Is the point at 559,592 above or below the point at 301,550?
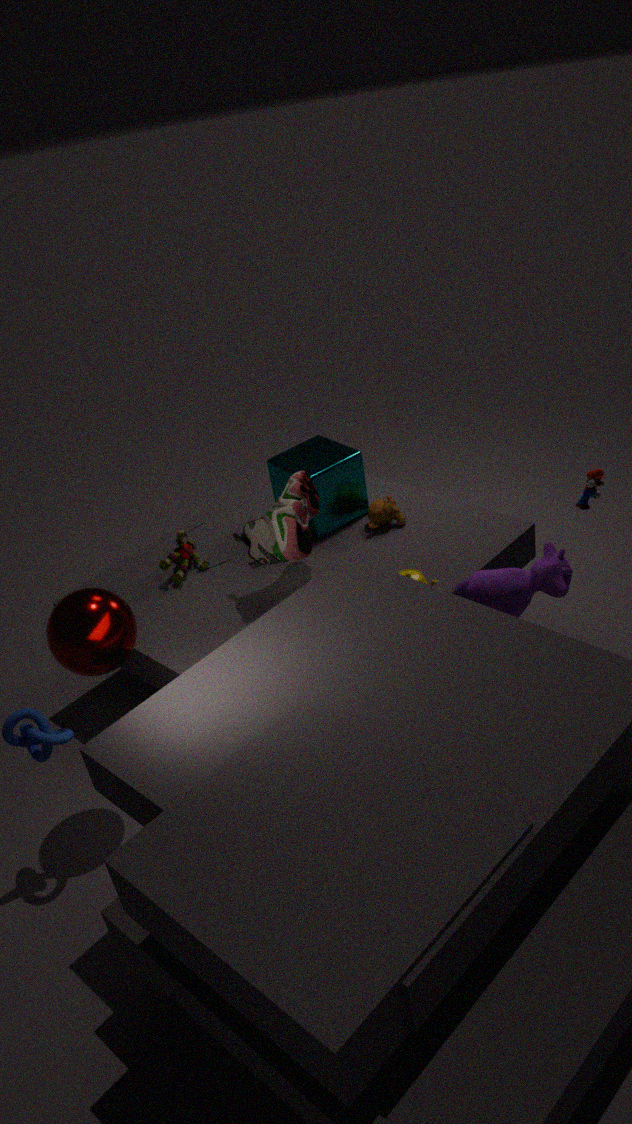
below
